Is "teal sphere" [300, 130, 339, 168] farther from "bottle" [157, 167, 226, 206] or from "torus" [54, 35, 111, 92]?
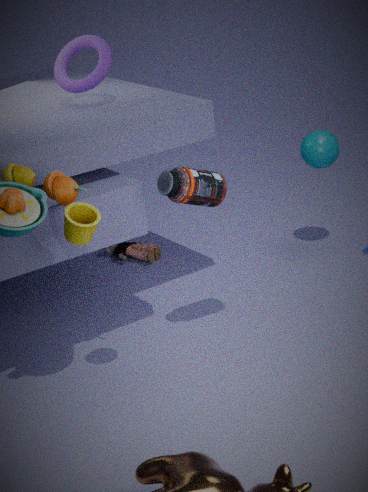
"torus" [54, 35, 111, 92]
